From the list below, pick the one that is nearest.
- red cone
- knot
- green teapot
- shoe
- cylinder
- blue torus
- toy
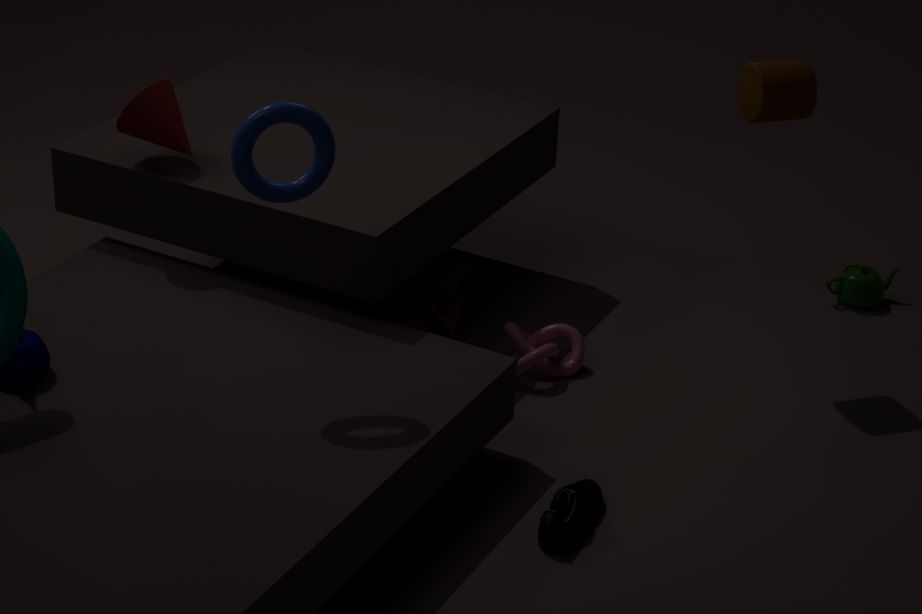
blue torus
